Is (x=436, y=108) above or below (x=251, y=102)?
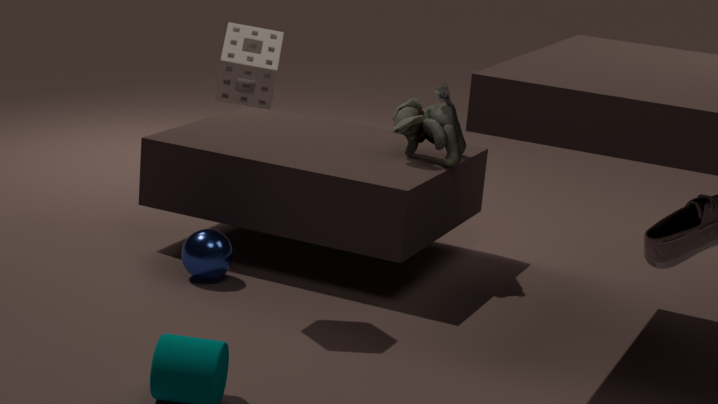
below
